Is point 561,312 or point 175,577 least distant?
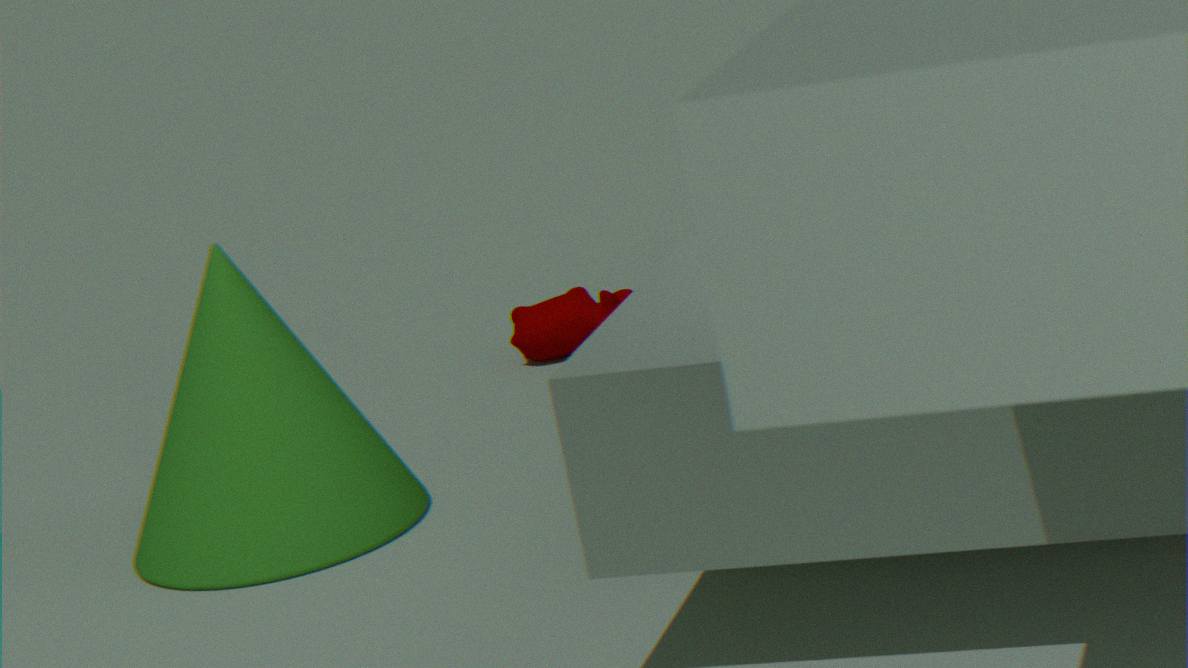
point 175,577
